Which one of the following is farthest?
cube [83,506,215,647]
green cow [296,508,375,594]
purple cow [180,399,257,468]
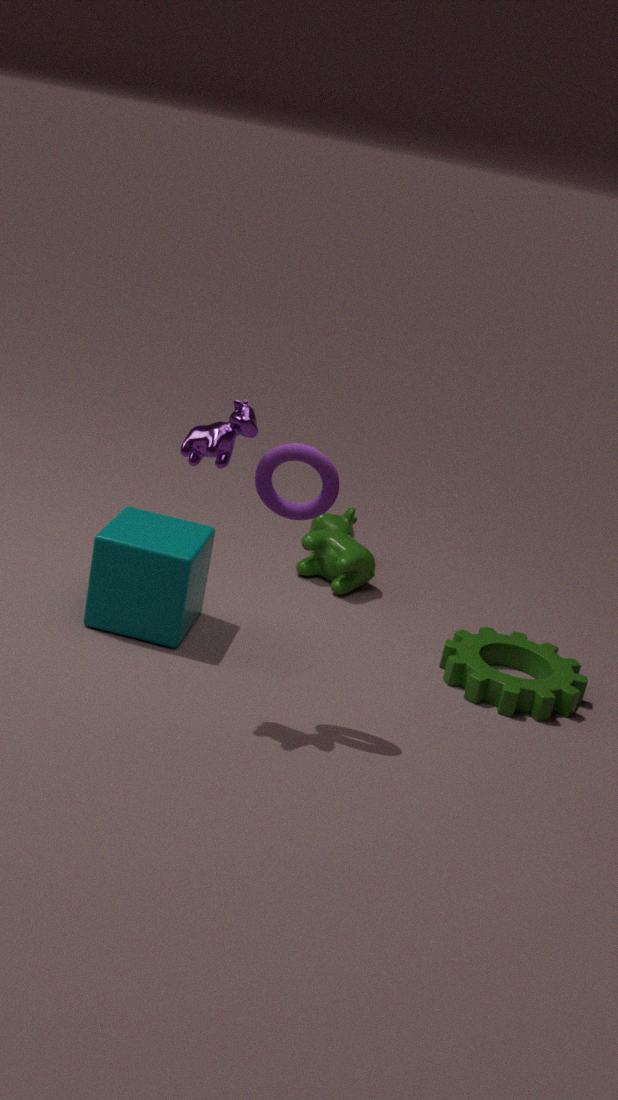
green cow [296,508,375,594]
